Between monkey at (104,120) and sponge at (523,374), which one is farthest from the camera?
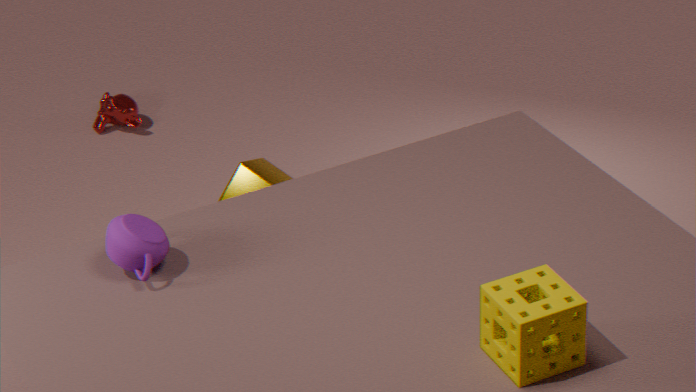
monkey at (104,120)
